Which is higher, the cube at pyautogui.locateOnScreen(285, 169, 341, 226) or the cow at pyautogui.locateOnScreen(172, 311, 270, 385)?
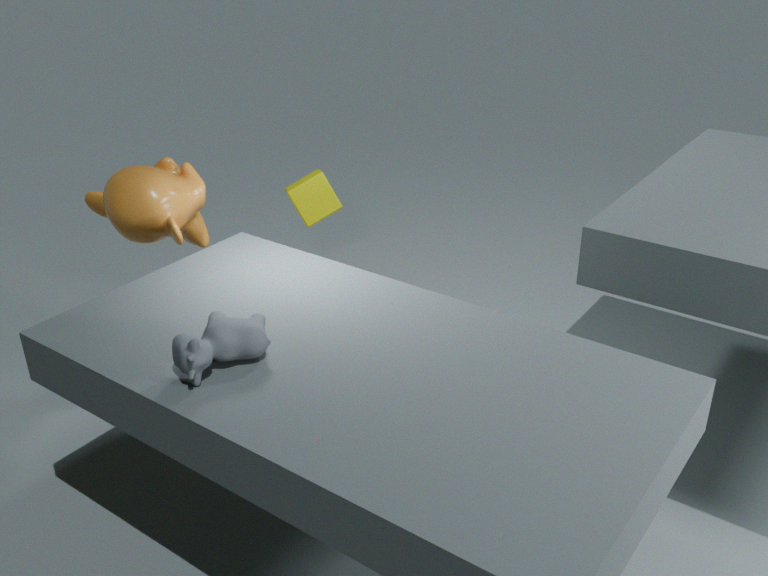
the cow at pyautogui.locateOnScreen(172, 311, 270, 385)
